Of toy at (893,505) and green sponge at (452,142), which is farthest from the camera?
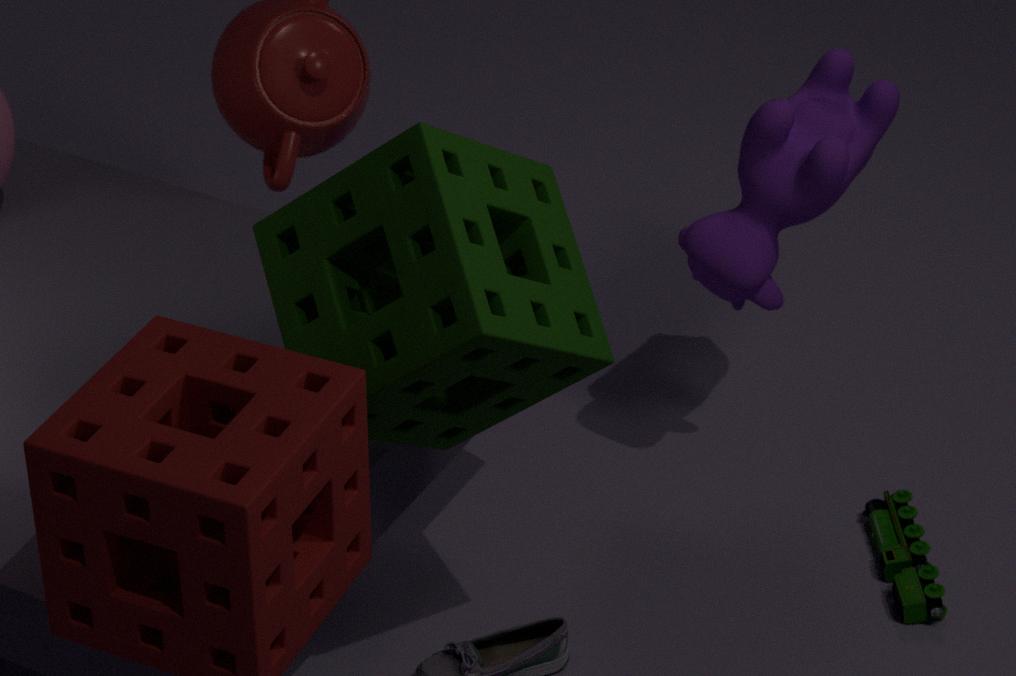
toy at (893,505)
